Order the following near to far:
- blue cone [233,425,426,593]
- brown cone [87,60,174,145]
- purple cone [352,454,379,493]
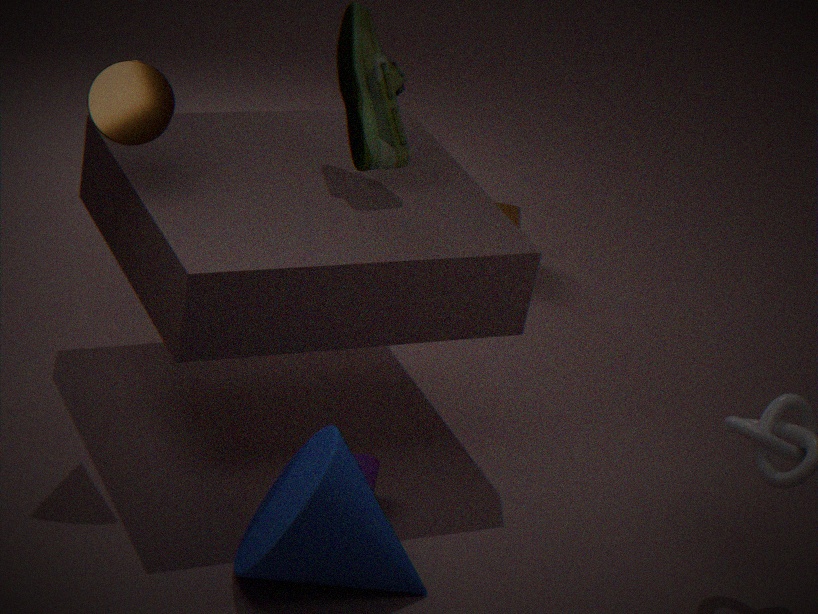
blue cone [233,425,426,593] < brown cone [87,60,174,145] < purple cone [352,454,379,493]
